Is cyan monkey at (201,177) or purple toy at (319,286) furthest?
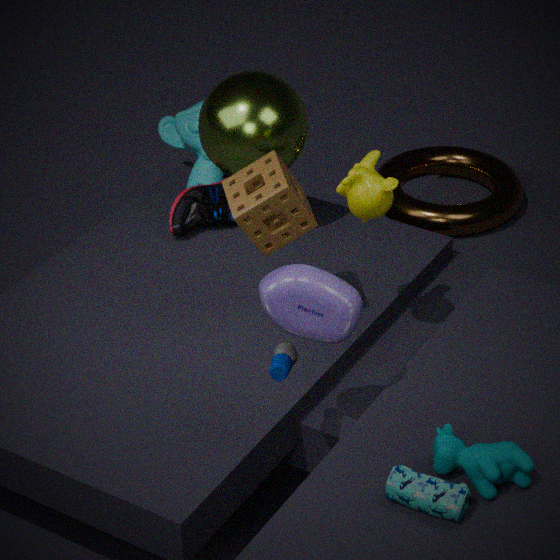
cyan monkey at (201,177)
